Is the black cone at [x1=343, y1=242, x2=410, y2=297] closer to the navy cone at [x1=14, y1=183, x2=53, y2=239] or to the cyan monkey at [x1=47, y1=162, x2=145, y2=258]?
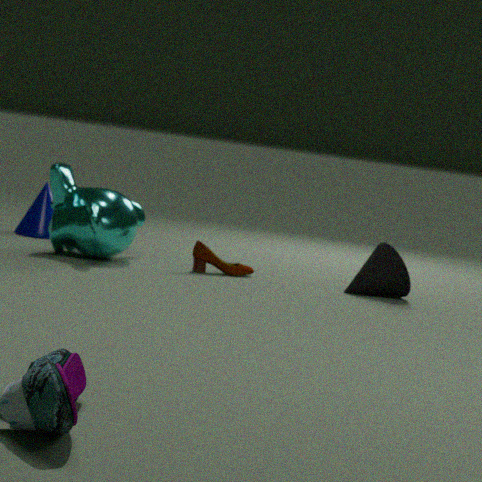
the cyan monkey at [x1=47, y1=162, x2=145, y2=258]
